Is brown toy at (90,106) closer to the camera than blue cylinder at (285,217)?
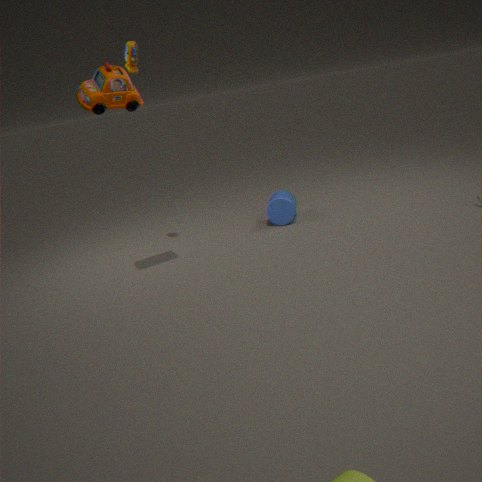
Yes
